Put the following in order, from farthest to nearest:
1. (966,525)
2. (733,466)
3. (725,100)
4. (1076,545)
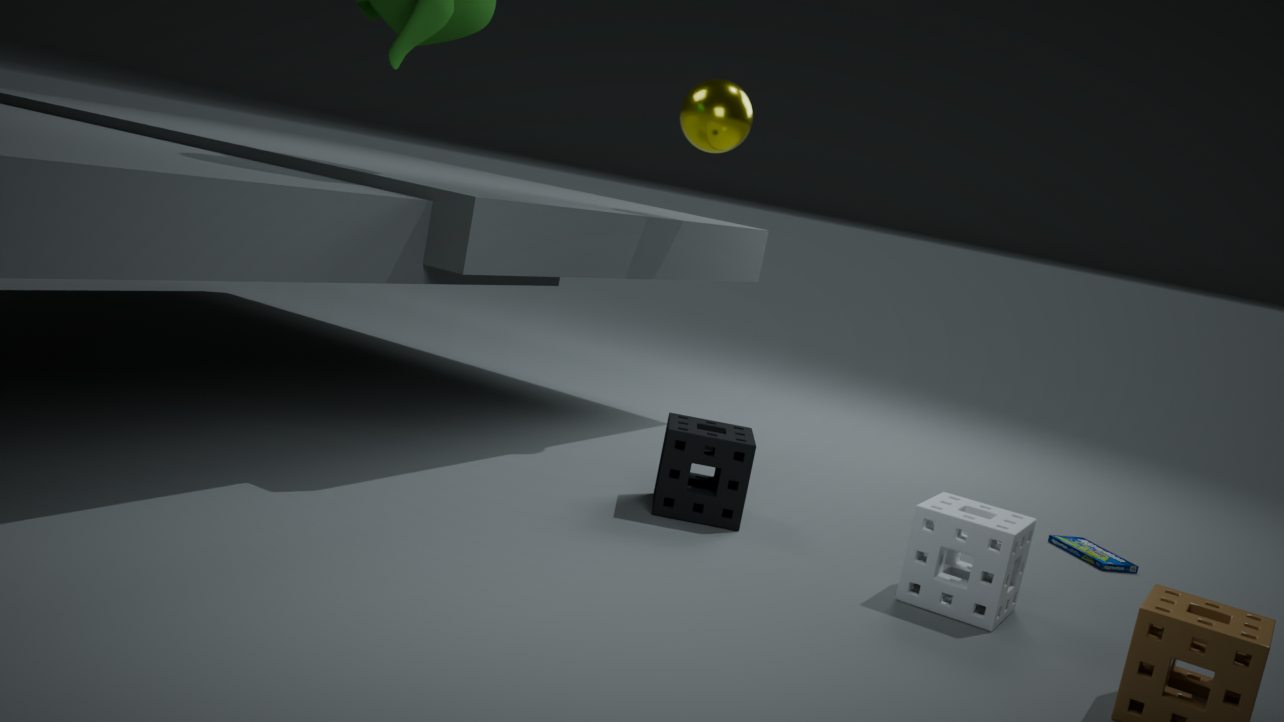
1. (725,100)
2. (1076,545)
3. (733,466)
4. (966,525)
